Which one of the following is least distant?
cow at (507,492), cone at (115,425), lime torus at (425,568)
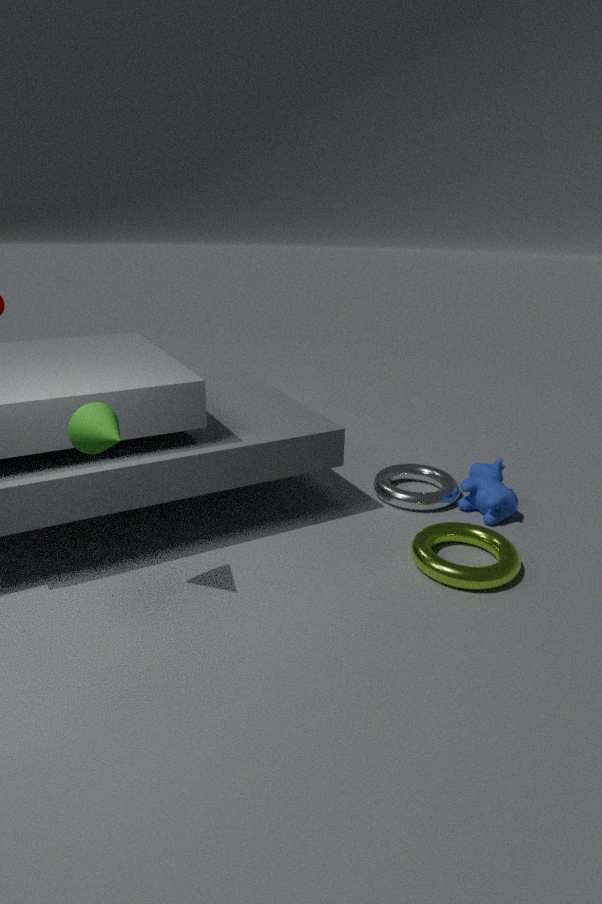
cone at (115,425)
